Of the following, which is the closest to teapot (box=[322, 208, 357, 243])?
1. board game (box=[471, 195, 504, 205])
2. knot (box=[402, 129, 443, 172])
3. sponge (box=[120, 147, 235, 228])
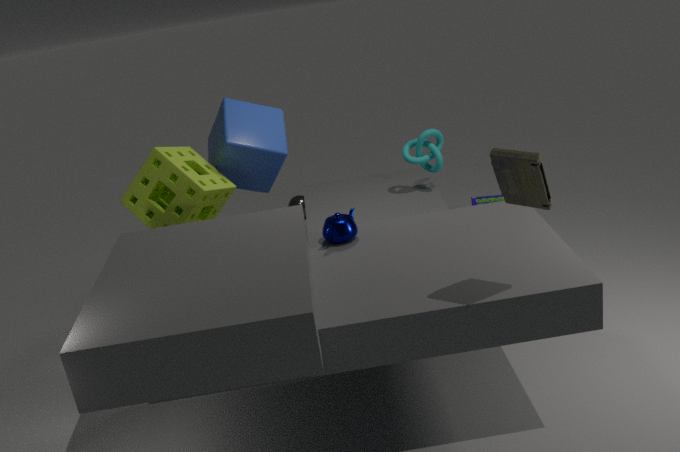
sponge (box=[120, 147, 235, 228])
